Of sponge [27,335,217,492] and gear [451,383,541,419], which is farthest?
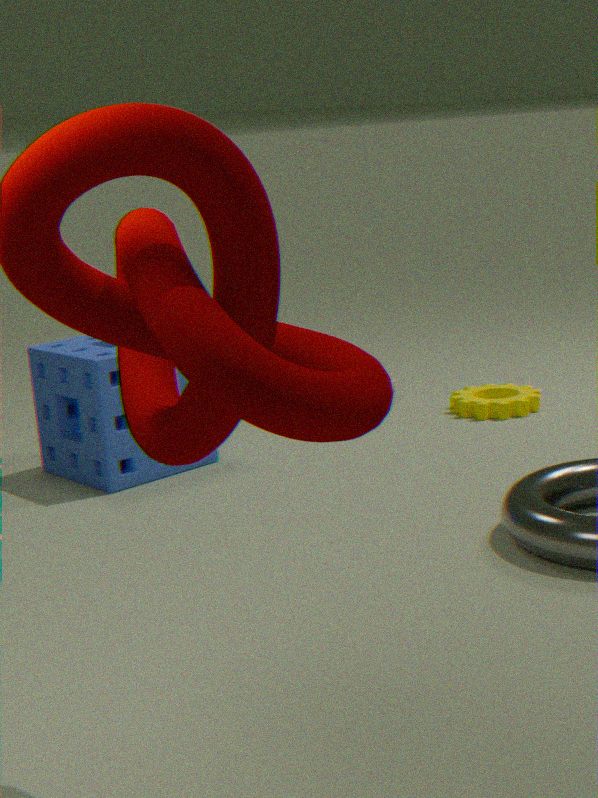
gear [451,383,541,419]
